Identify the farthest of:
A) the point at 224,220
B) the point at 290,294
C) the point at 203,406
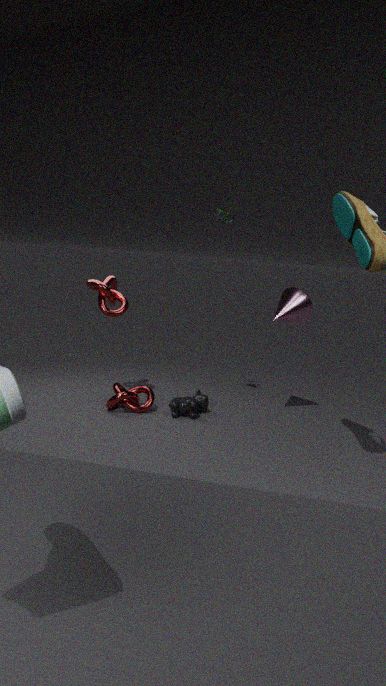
the point at 203,406
